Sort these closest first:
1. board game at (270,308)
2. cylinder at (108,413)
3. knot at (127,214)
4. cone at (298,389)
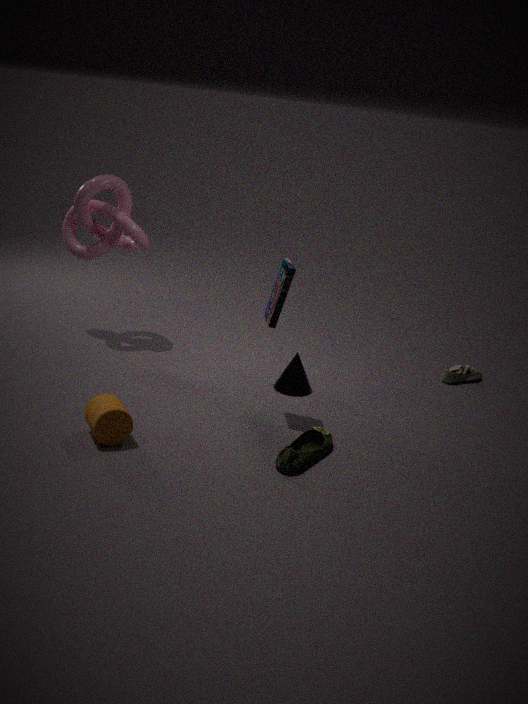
cylinder at (108,413), board game at (270,308), cone at (298,389), knot at (127,214)
